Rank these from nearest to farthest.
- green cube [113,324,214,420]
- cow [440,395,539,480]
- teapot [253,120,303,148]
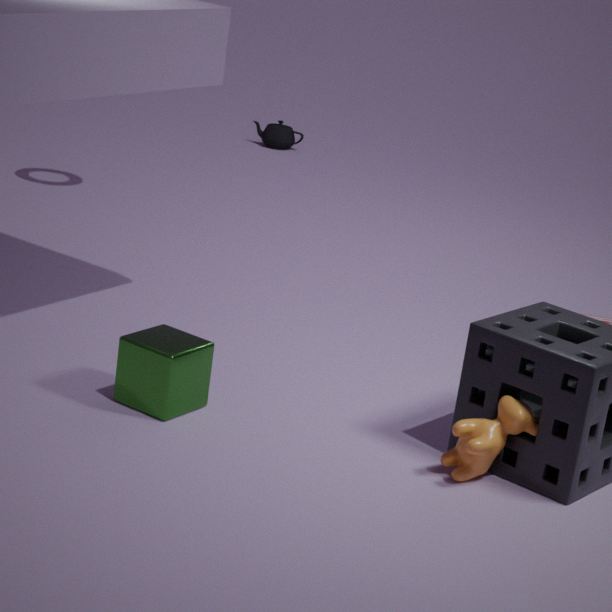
cow [440,395,539,480]
green cube [113,324,214,420]
teapot [253,120,303,148]
